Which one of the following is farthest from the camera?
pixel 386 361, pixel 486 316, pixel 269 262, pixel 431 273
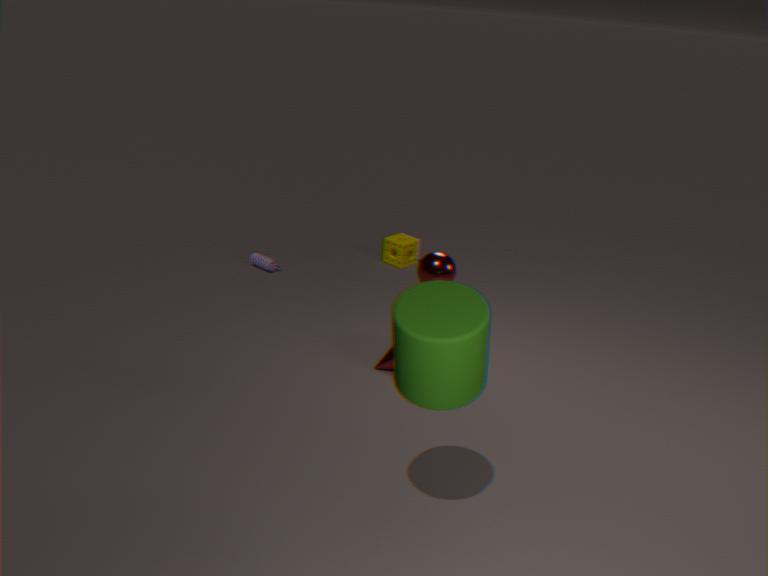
pixel 269 262
